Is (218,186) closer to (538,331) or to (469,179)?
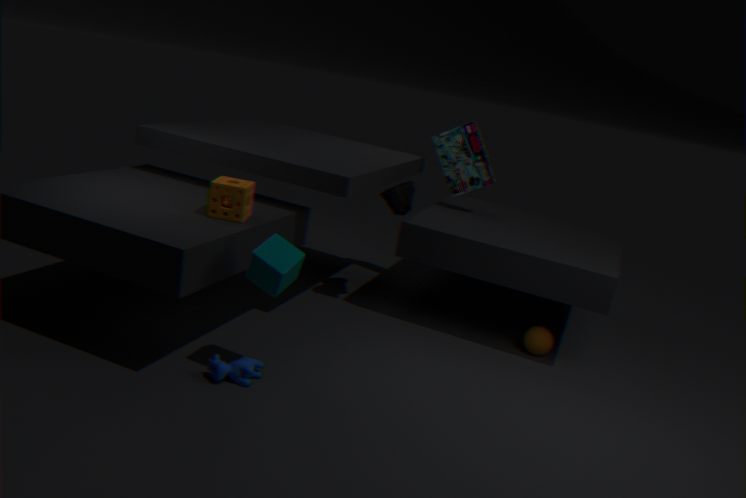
(469,179)
